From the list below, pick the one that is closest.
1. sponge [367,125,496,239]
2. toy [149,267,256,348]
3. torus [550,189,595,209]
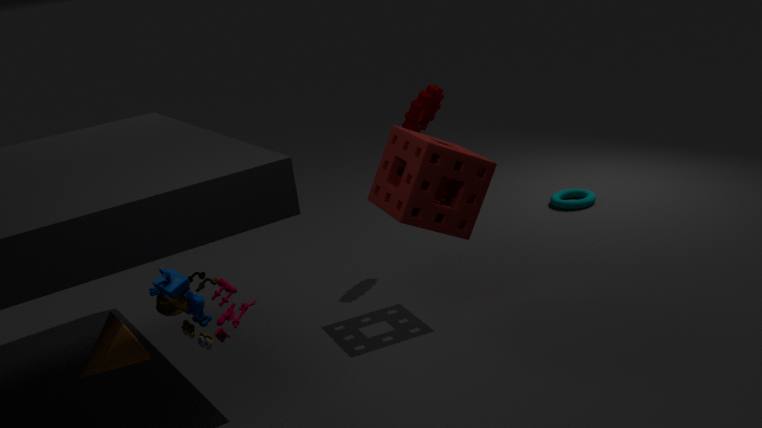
toy [149,267,256,348]
